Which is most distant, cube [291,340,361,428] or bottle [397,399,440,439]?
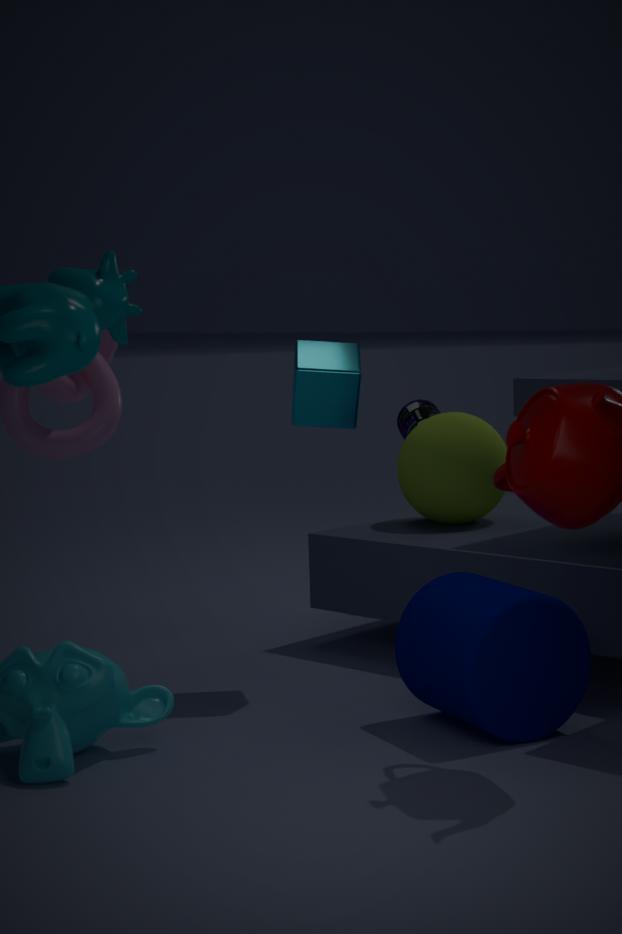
bottle [397,399,440,439]
